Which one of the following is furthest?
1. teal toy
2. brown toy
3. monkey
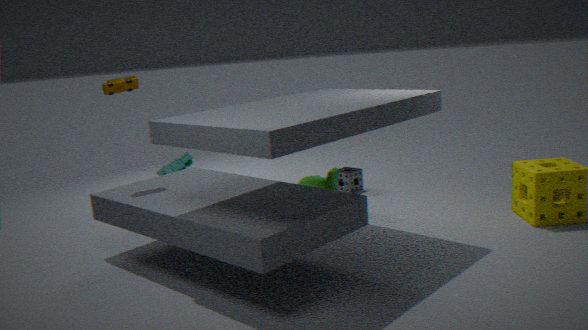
teal toy
